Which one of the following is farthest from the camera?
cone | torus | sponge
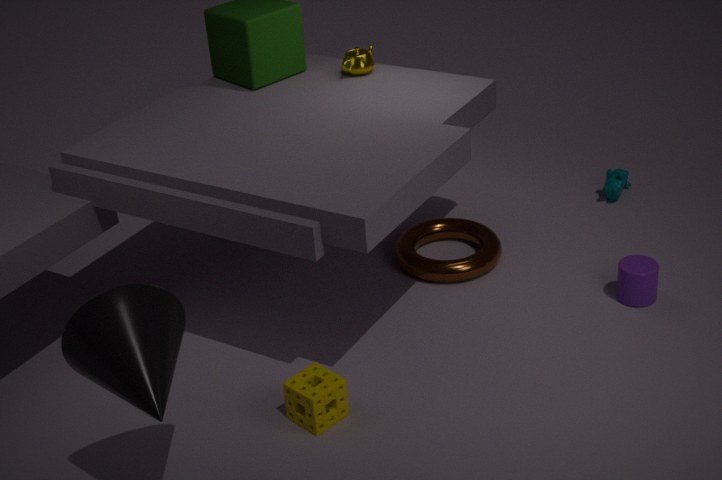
torus
